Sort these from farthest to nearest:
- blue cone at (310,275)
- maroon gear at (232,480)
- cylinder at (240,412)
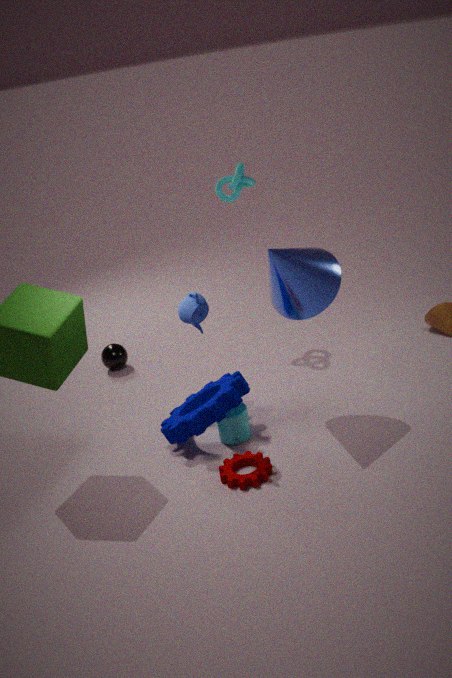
cylinder at (240,412), blue cone at (310,275), maroon gear at (232,480)
